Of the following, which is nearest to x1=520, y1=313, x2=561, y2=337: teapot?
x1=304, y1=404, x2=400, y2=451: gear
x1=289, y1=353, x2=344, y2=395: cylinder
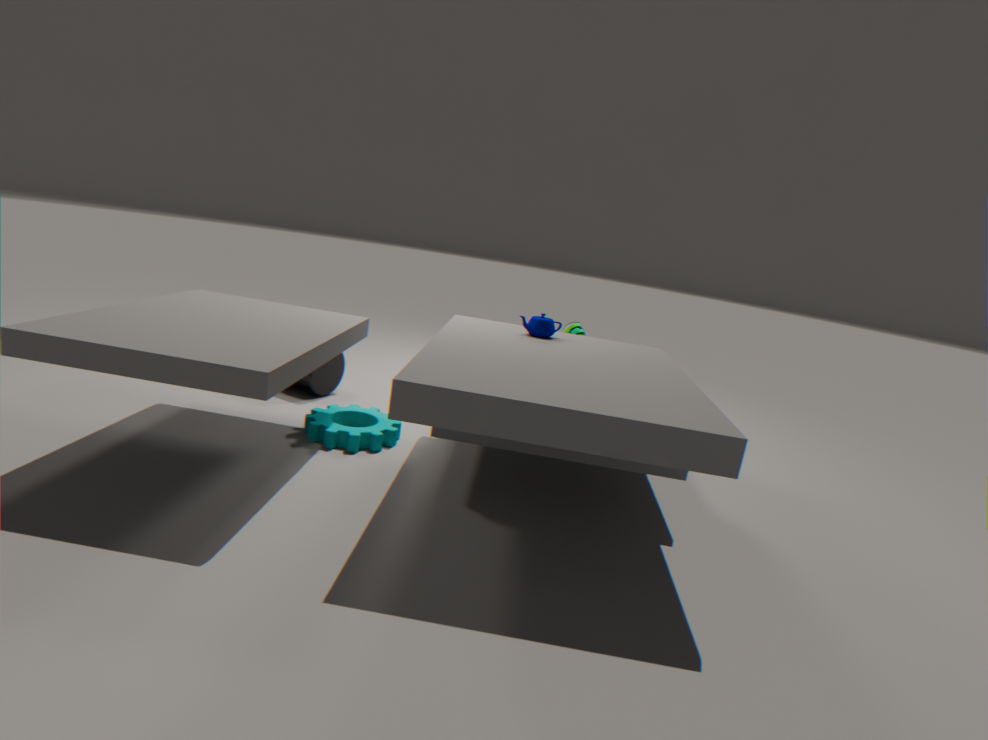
x1=304, y1=404, x2=400, y2=451: gear
